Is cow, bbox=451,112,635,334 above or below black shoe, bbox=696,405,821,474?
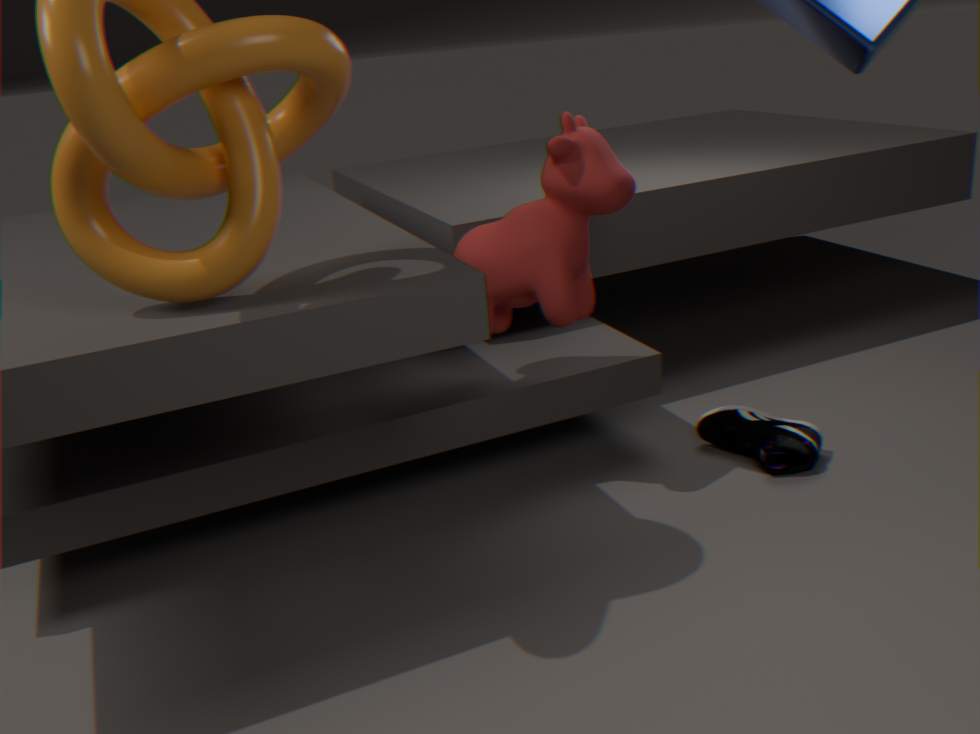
above
